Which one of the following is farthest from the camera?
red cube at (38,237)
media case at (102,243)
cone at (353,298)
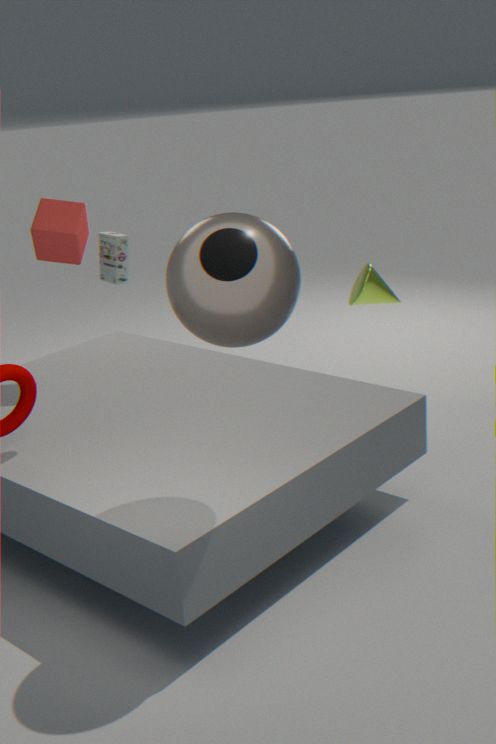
media case at (102,243)
